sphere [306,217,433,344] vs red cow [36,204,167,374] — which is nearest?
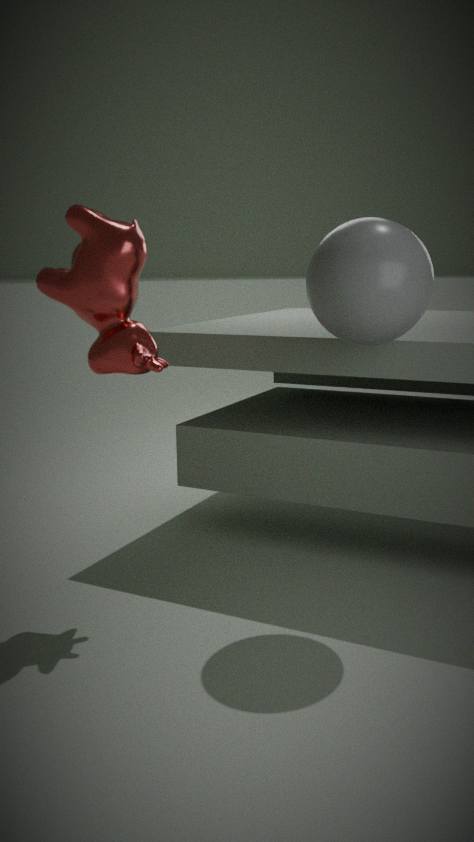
sphere [306,217,433,344]
